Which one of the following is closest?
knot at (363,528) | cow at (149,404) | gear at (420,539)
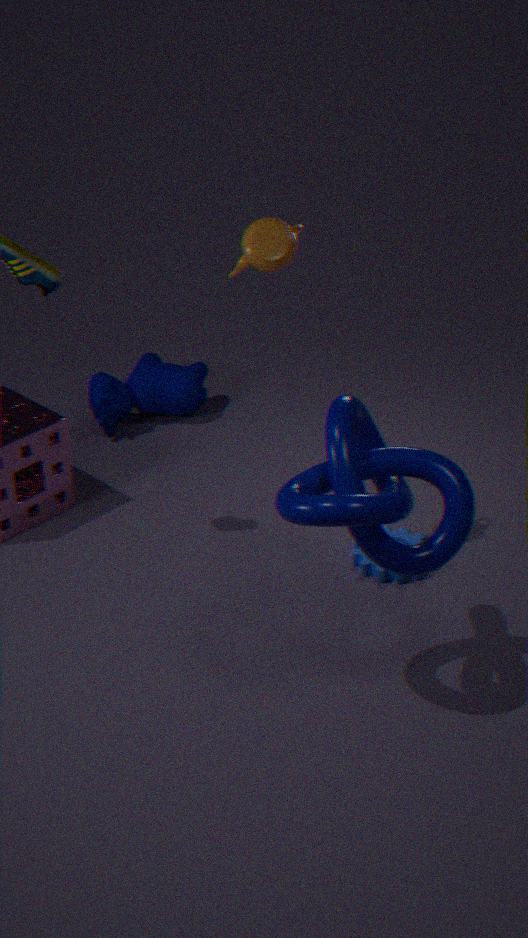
knot at (363,528)
